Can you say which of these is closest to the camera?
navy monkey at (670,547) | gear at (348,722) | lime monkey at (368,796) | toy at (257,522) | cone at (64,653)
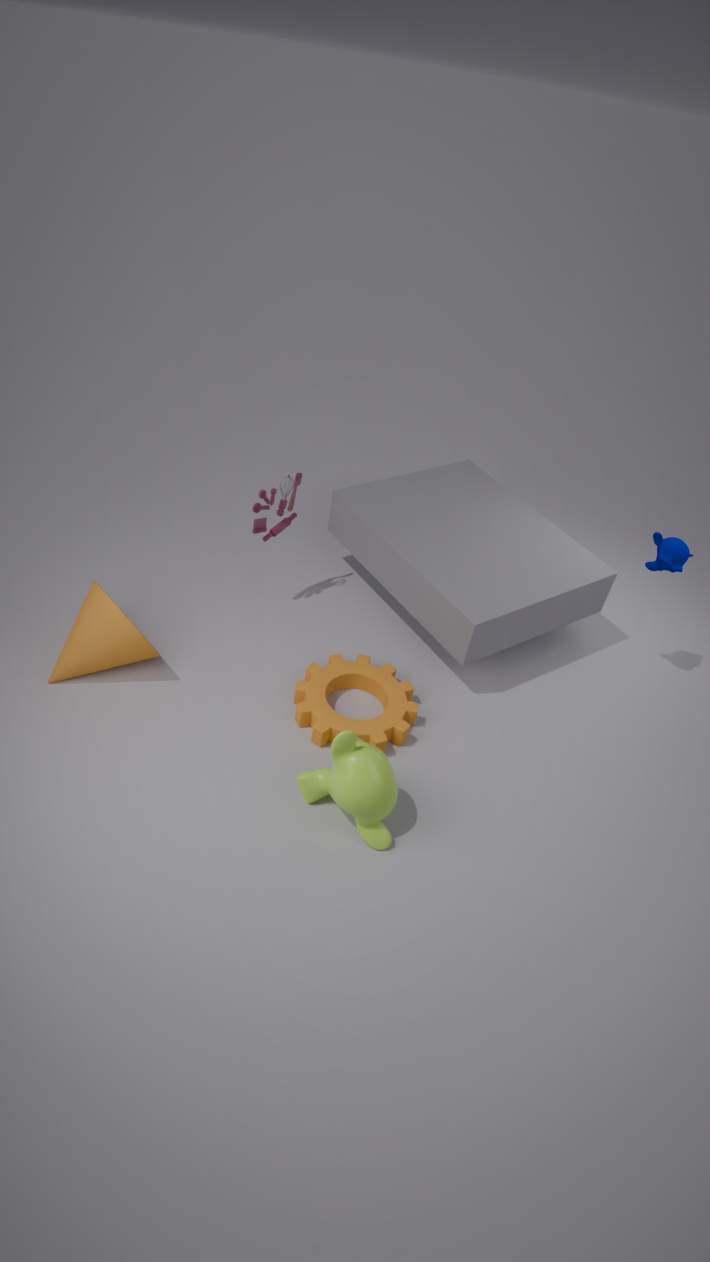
lime monkey at (368,796)
